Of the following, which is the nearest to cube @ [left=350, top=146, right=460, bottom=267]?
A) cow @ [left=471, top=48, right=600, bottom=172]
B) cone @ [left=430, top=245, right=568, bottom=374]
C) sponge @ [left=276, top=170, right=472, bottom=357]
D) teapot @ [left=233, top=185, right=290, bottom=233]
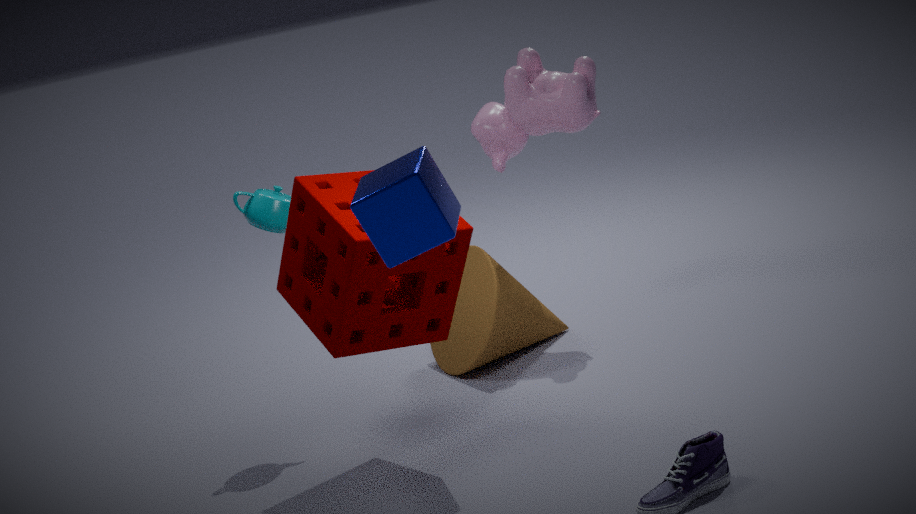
sponge @ [left=276, top=170, right=472, bottom=357]
